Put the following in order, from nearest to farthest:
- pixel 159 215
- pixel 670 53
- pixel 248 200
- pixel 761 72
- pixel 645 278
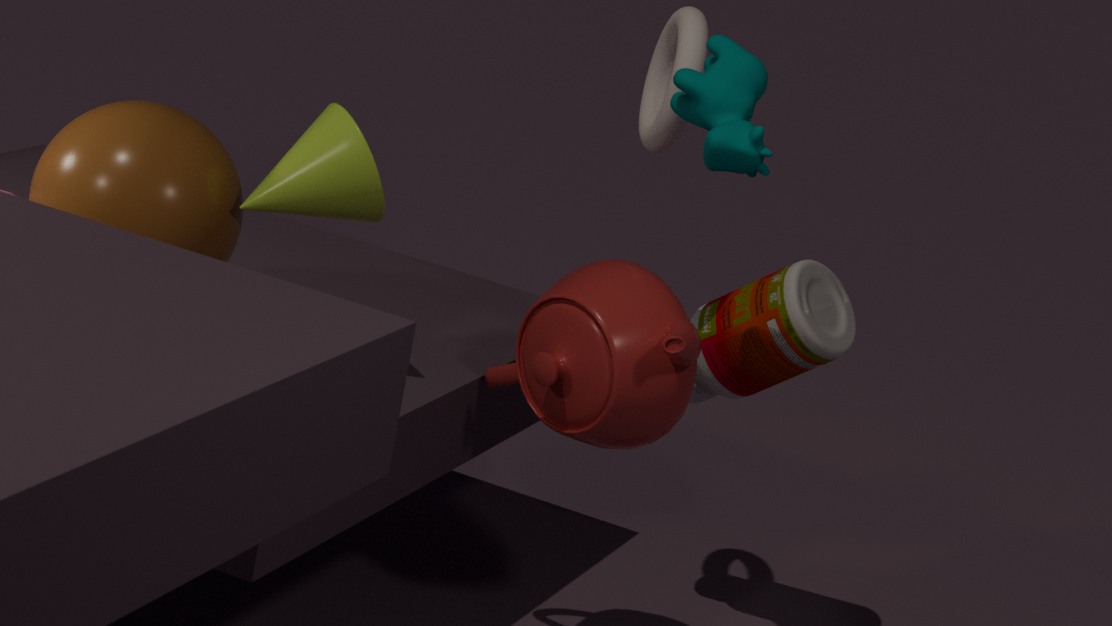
pixel 159 215 → pixel 761 72 → pixel 248 200 → pixel 645 278 → pixel 670 53
